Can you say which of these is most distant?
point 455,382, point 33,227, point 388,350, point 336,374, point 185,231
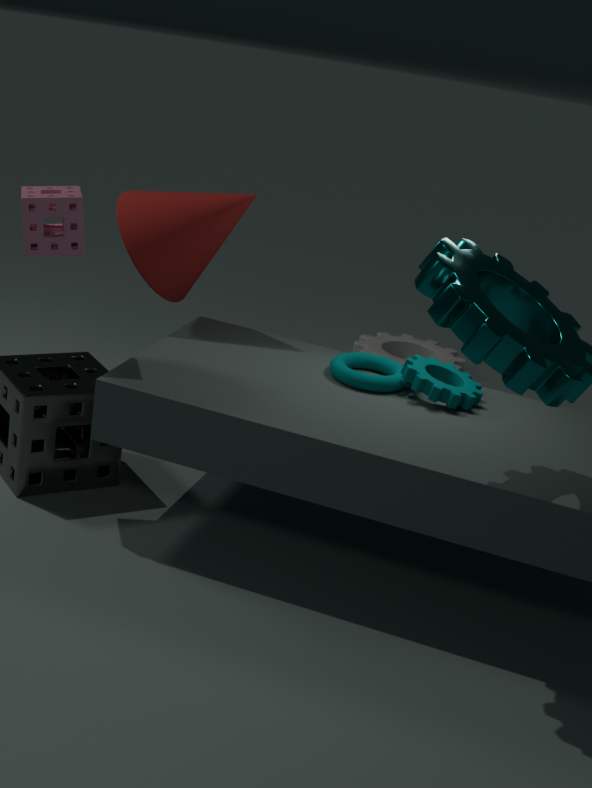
point 388,350
